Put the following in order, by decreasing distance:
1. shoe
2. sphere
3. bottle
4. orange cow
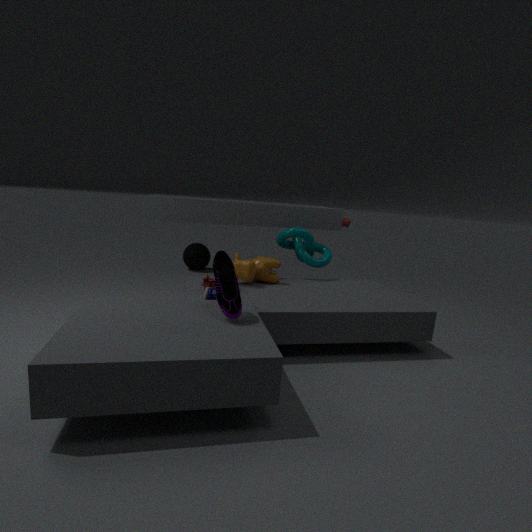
1. sphere
2. orange cow
3. bottle
4. shoe
